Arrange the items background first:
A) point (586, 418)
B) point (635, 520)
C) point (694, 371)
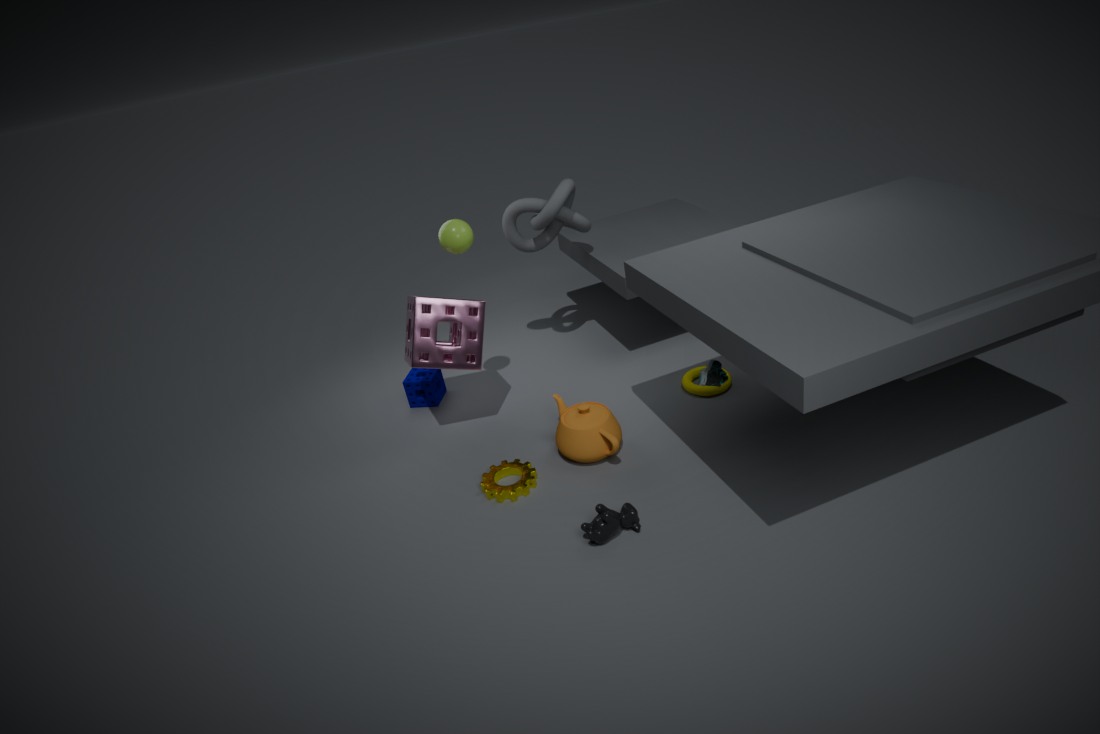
1. point (694, 371)
2. point (586, 418)
3. point (635, 520)
